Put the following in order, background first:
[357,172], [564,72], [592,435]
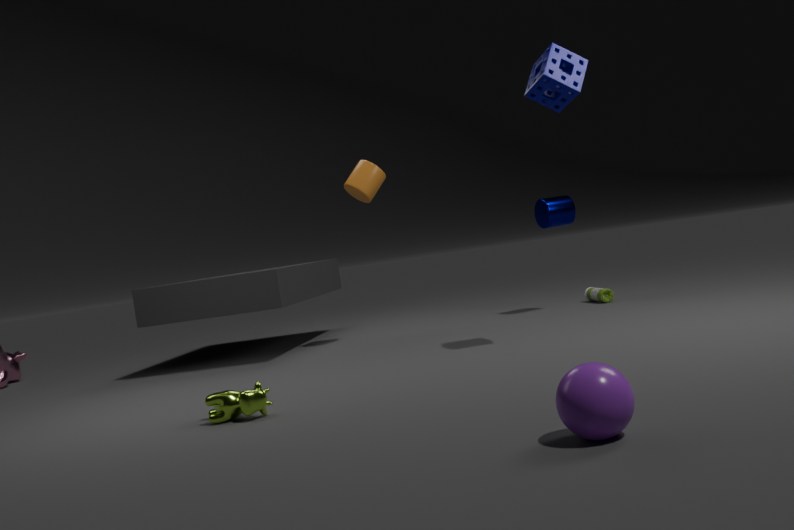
[357,172], [564,72], [592,435]
